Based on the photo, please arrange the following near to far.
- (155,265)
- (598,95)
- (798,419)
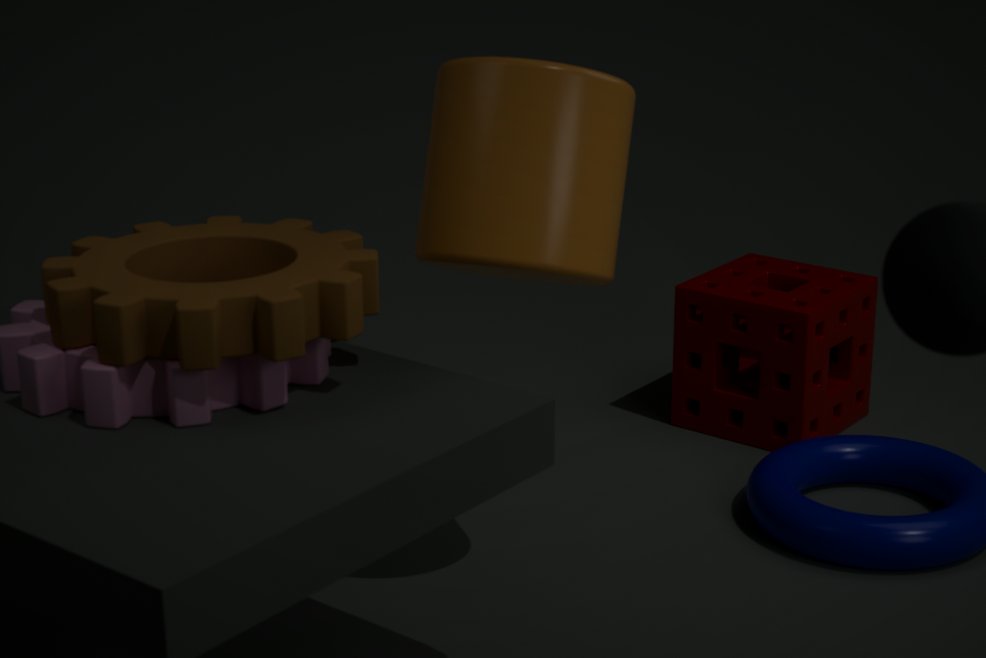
(155,265) → (598,95) → (798,419)
